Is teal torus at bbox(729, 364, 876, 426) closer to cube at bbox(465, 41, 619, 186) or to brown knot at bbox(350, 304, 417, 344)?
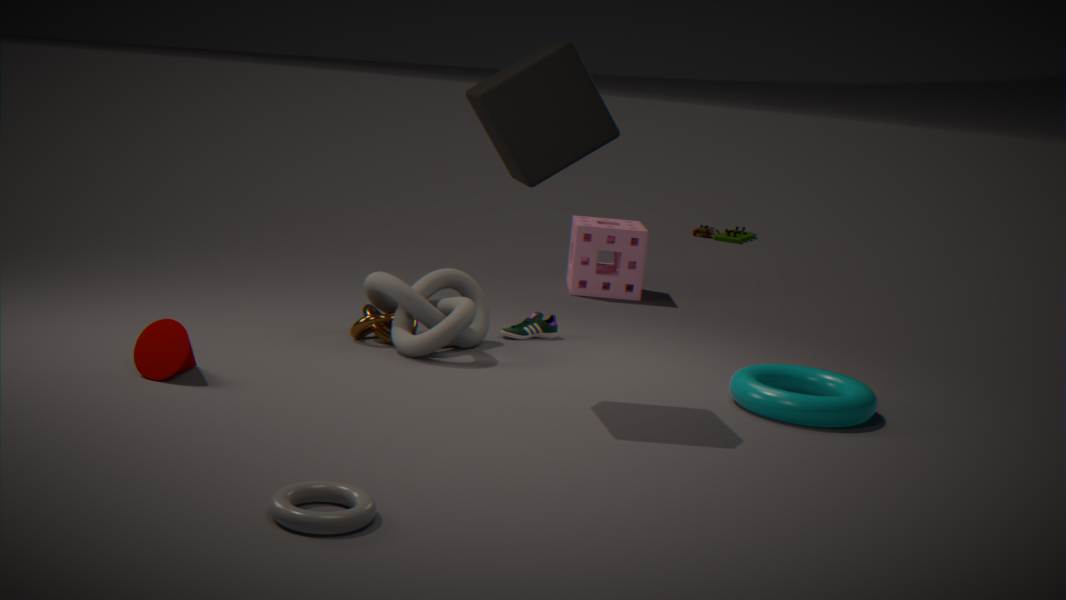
cube at bbox(465, 41, 619, 186)
